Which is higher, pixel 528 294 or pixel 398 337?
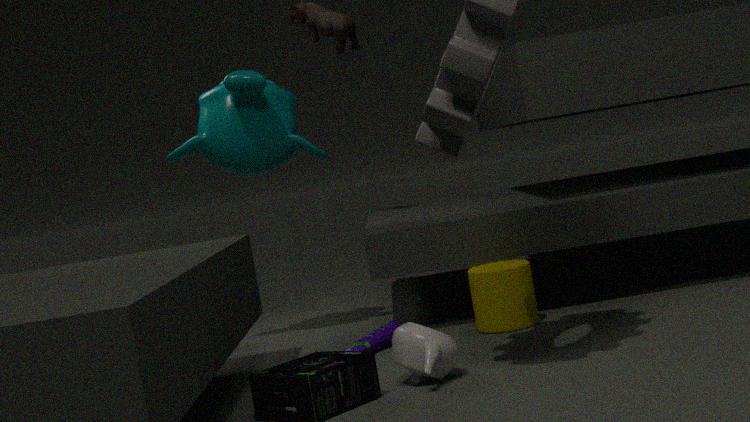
pixel 528 294
